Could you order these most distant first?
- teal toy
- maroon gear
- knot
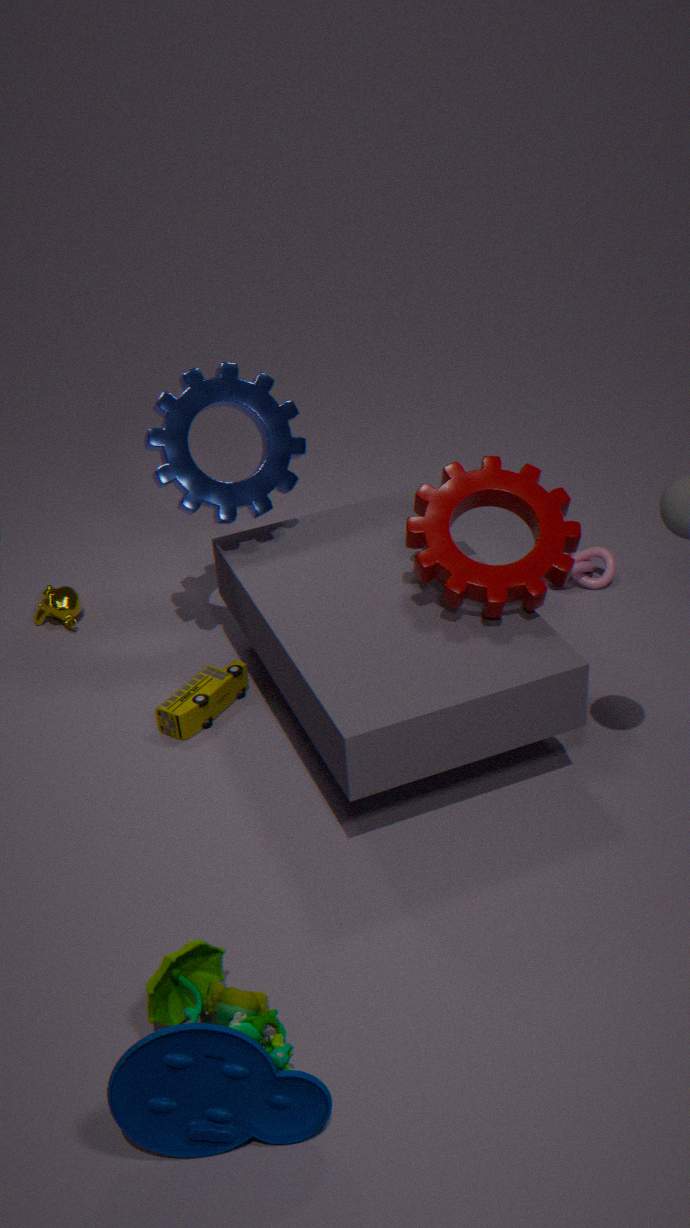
knot
maroon gear
teal toy
